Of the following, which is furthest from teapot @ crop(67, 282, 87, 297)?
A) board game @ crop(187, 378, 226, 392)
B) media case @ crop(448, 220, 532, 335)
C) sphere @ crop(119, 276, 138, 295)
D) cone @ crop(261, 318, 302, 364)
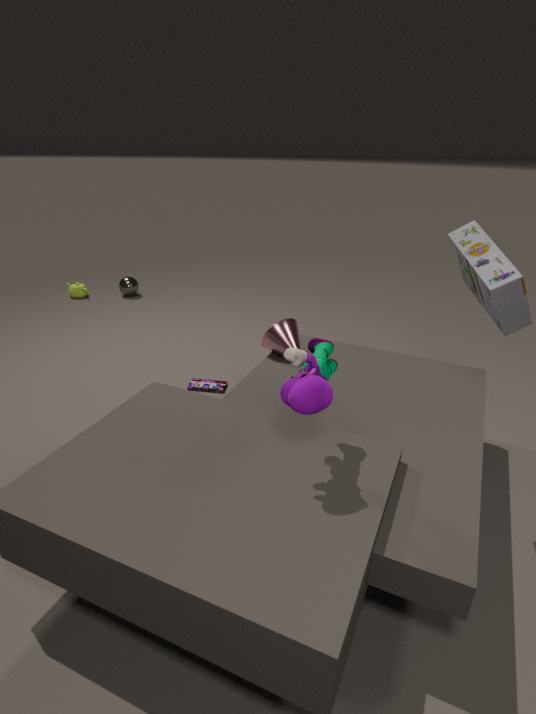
media case @ crop(448, 220, 532, 335)
